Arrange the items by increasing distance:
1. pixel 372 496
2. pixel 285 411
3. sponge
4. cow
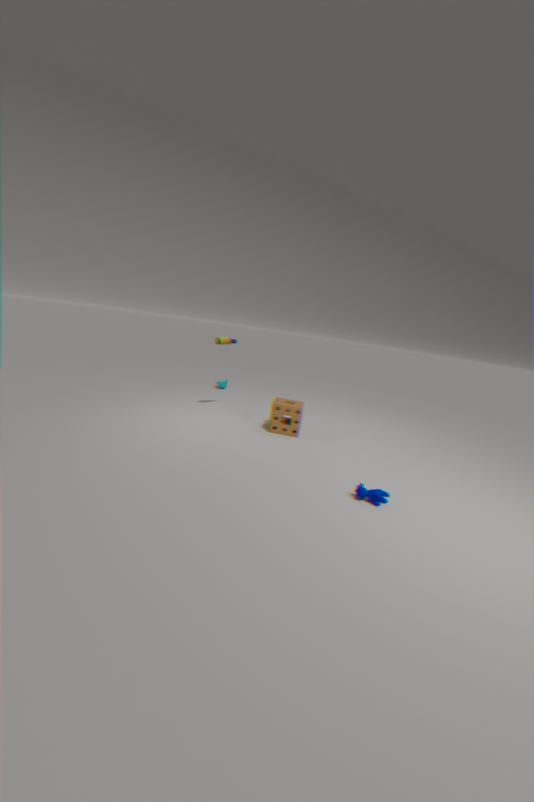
cow < sponge < pixel 372 496 < pixel 285 411
